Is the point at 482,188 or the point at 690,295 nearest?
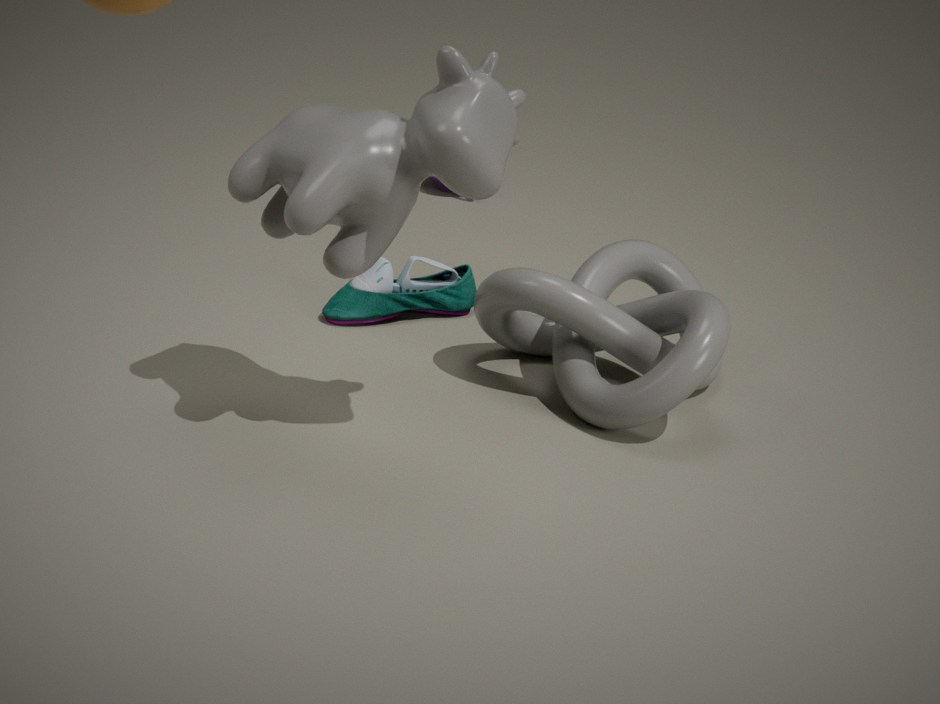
the point at 482,188
